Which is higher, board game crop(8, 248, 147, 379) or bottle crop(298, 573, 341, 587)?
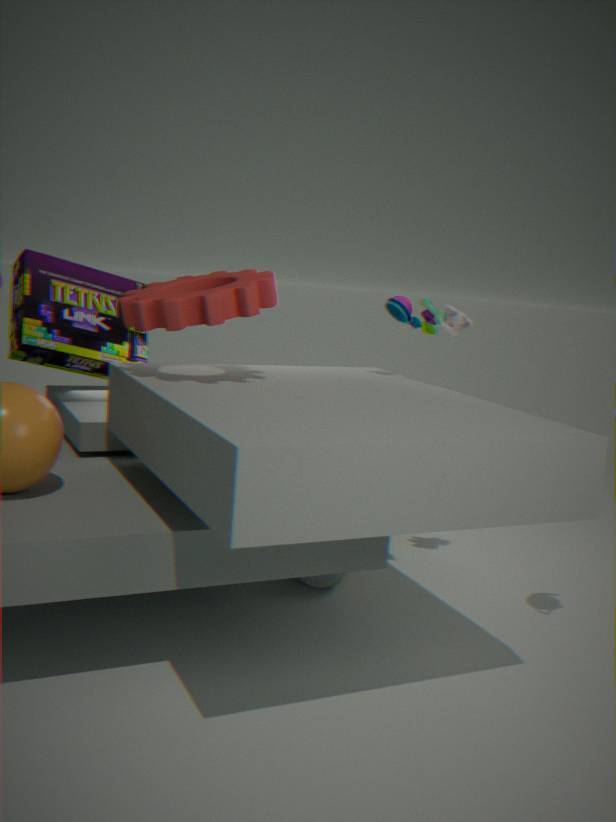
board game crop(8, 248, 147, 379)
